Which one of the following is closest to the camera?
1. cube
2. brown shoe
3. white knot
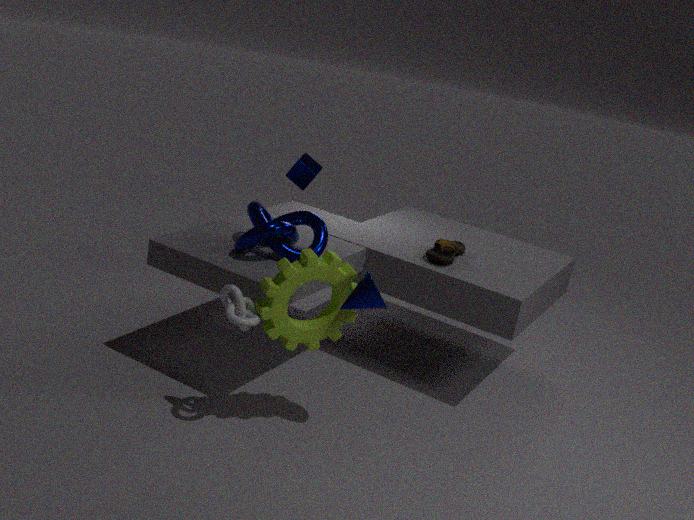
white knot
